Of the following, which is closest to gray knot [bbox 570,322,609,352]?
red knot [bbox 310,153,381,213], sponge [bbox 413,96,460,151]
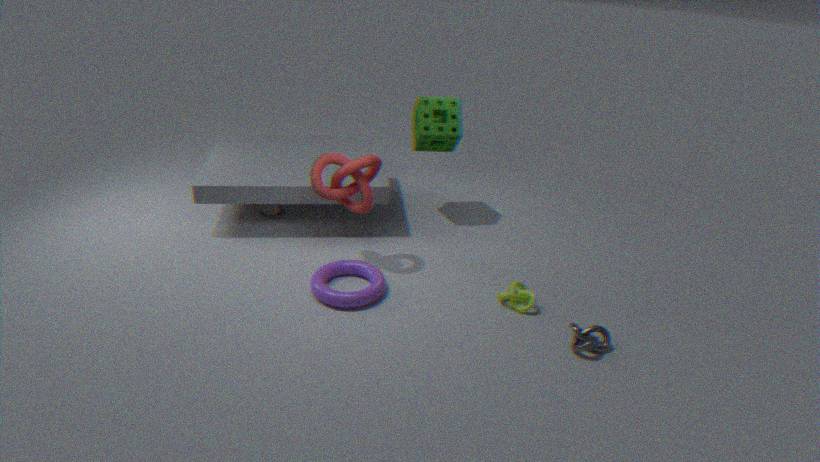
red knot [bbox 310,153,381,213]
